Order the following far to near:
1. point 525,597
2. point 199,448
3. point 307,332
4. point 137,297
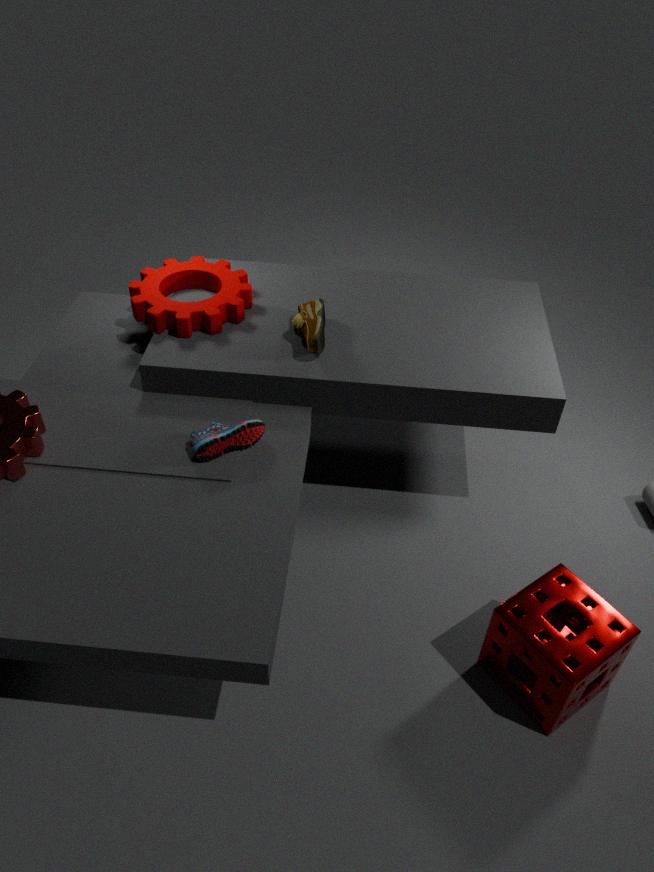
point 137,297, point 307,332, point 199,448, point 525,597
